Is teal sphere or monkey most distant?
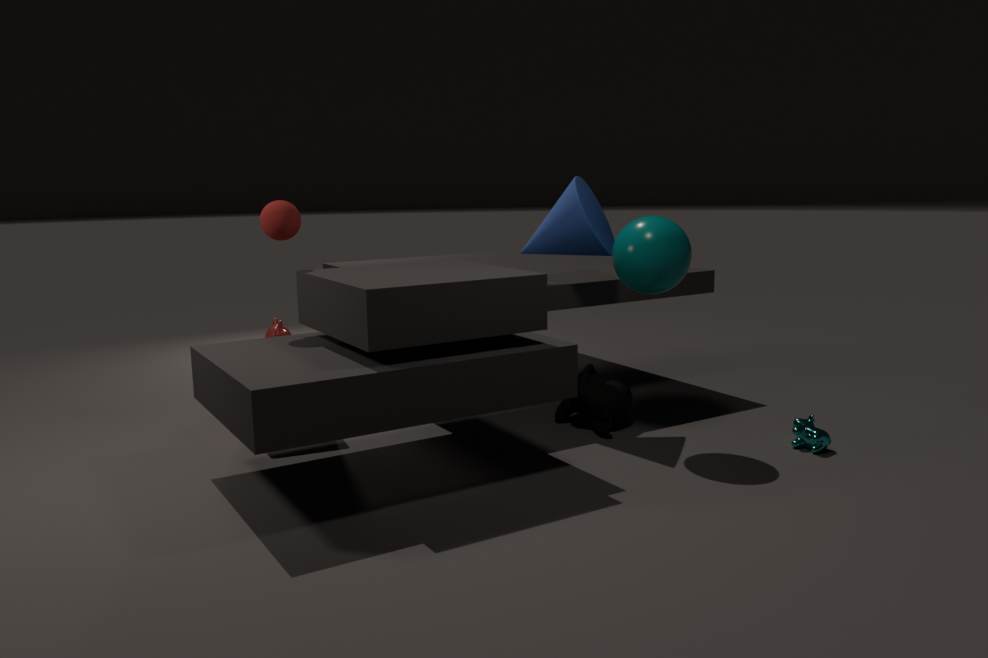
monkey
